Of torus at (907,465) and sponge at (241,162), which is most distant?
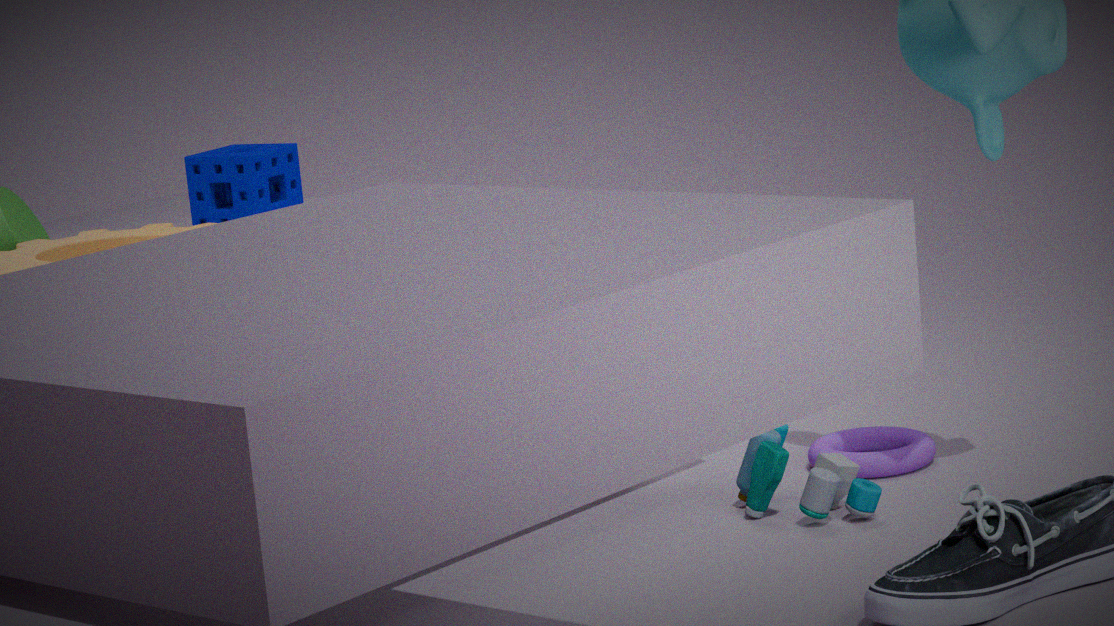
sponge at (241,162)
